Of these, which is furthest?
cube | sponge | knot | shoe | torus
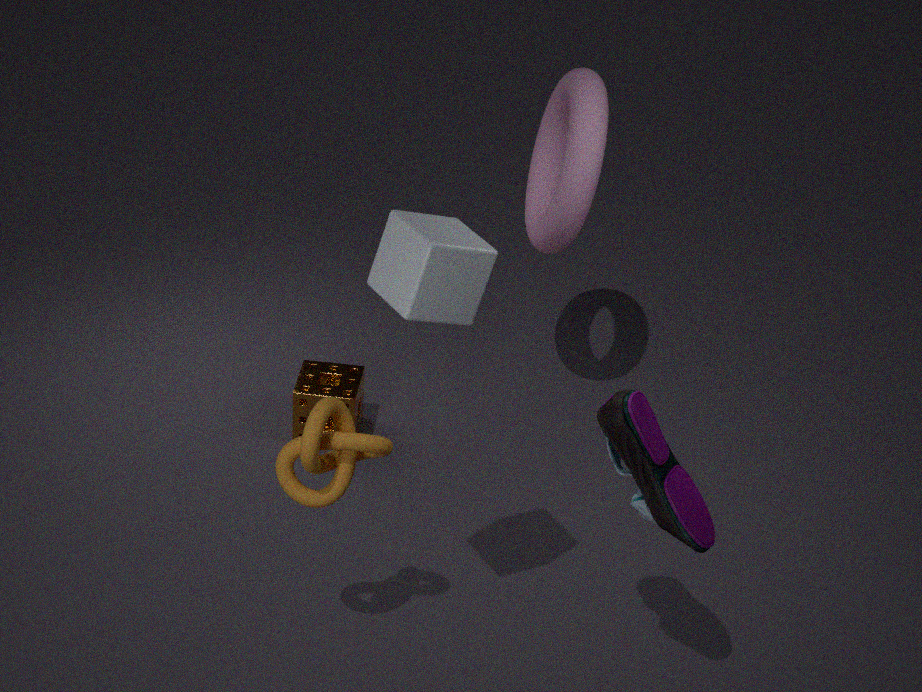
sponge
